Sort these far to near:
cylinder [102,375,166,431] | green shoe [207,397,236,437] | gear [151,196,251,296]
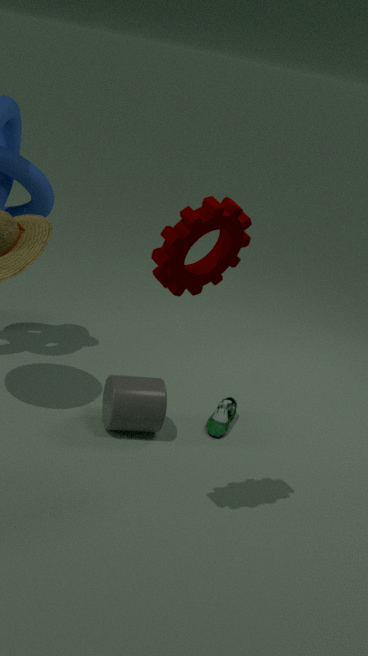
1. green shoe [207,397,236,437]
2. cylinder [102,375,166,431]
3. gear [151,196,251,296]
